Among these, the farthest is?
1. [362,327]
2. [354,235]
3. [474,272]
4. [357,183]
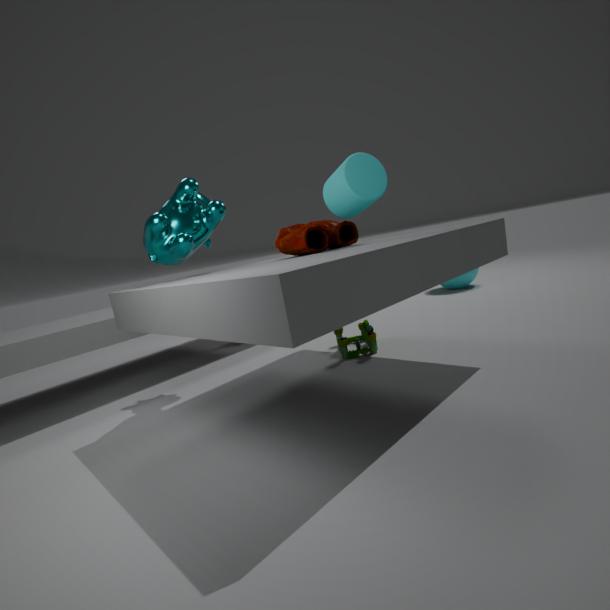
[474,272]
